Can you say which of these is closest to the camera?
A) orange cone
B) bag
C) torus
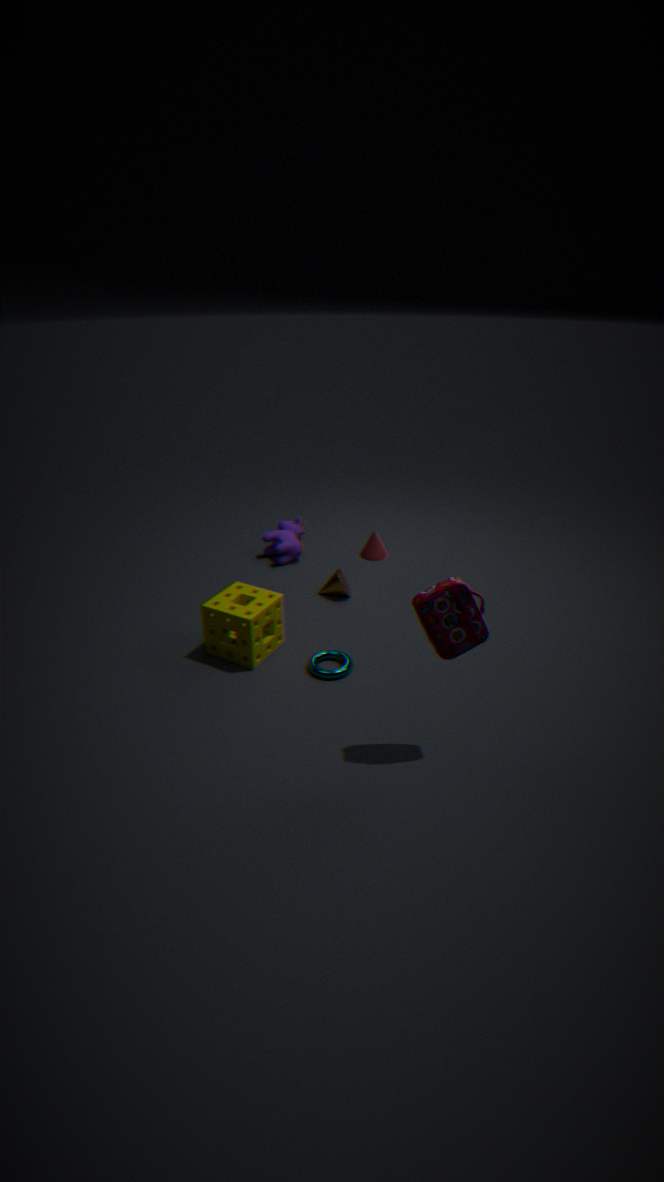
bag
